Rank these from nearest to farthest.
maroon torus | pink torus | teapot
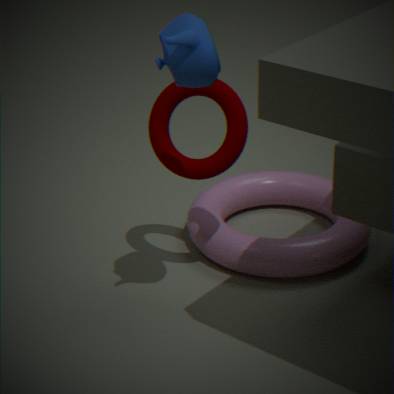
teapot < maroon torus < pink torus
